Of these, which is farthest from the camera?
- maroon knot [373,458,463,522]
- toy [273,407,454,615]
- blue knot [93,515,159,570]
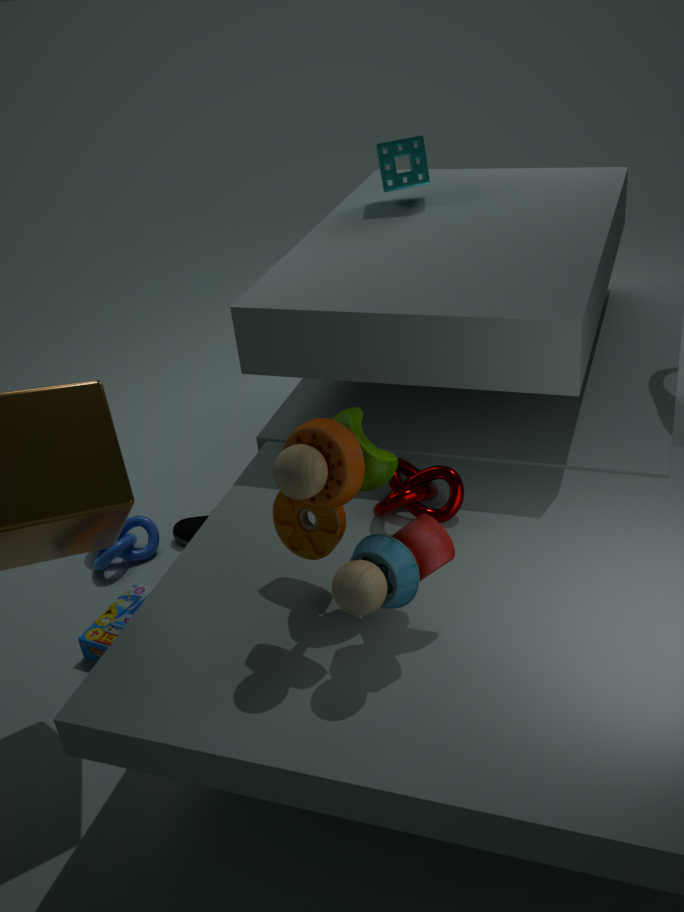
blue knot [93,515,159,570]
